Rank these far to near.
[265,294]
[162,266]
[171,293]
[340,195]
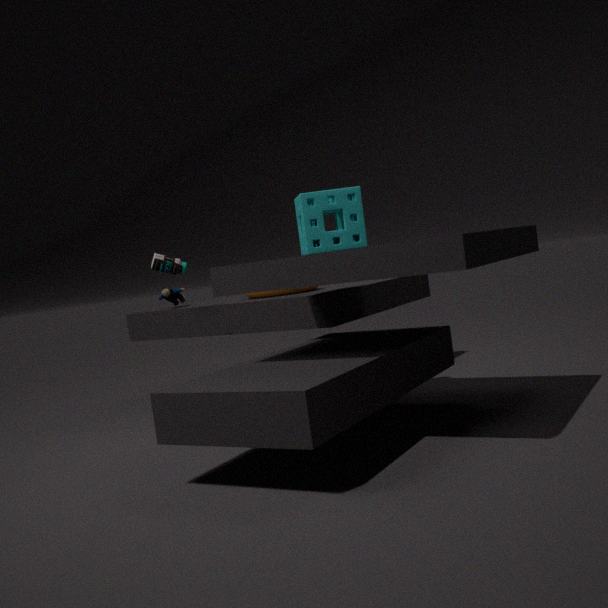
[171,293]
[265,294]
[162,266]
[340,195]
